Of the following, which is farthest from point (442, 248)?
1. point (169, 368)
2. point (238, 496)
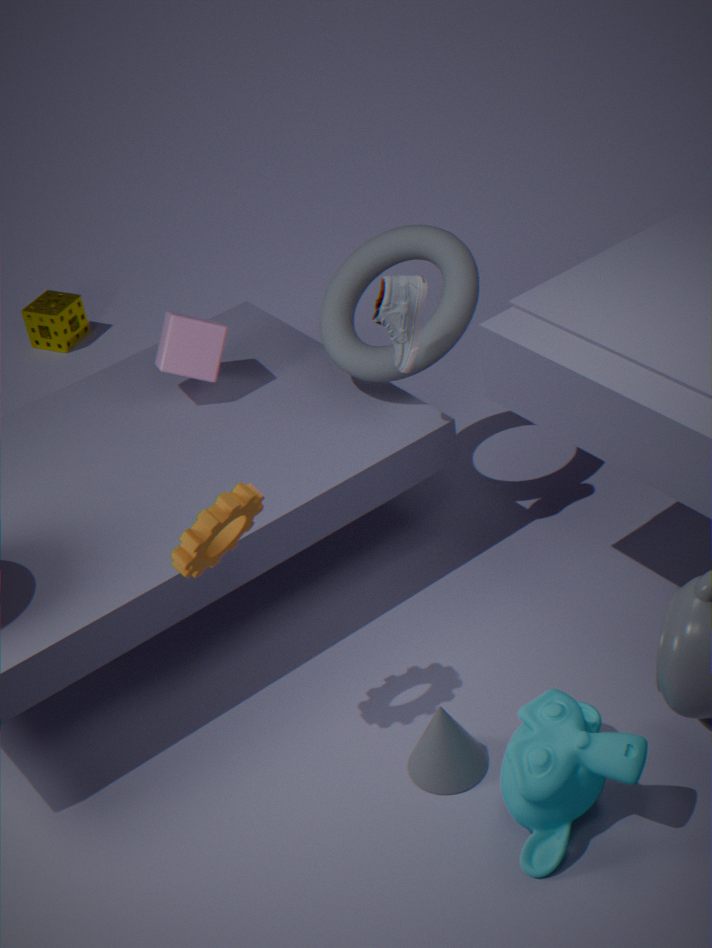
point (238, 496)
